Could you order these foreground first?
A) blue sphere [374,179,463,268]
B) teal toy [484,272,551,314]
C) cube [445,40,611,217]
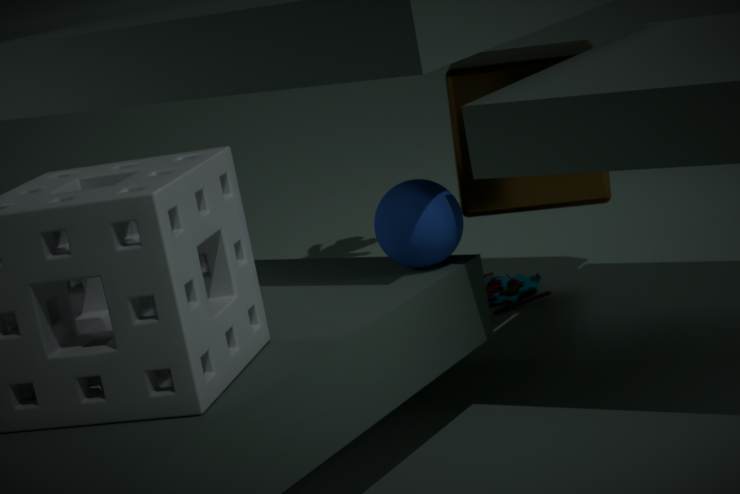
blue sphere [374,179,463,268], cube [445,40,611,217], teal toy [484,272,551,314]
